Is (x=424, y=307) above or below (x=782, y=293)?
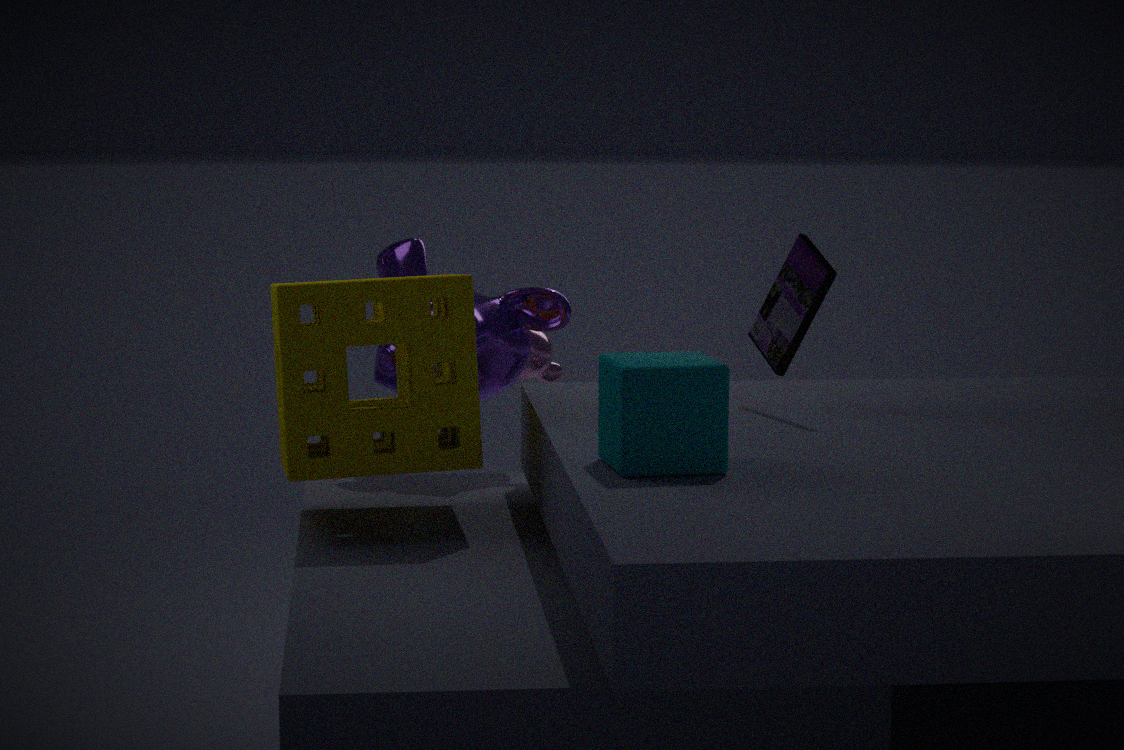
below
